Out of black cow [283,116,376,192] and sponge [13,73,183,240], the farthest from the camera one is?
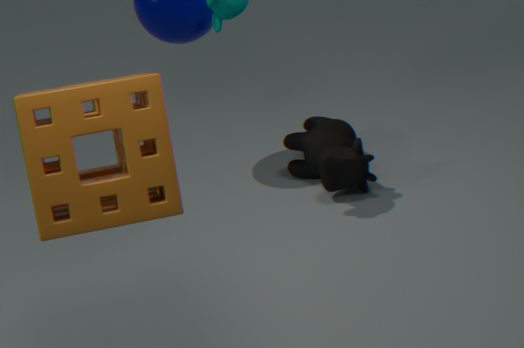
black cow [283,116,376,192]
